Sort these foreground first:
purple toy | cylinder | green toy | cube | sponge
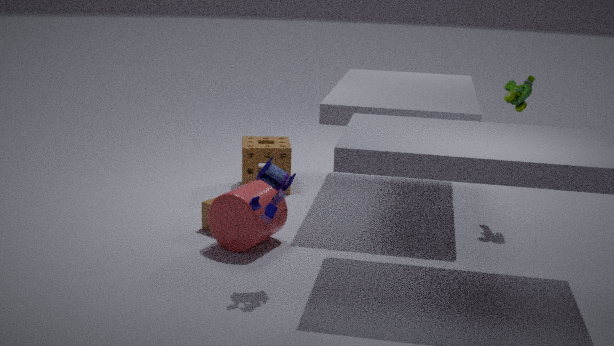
purple toy, cylinder, cube, green toy, sponge
